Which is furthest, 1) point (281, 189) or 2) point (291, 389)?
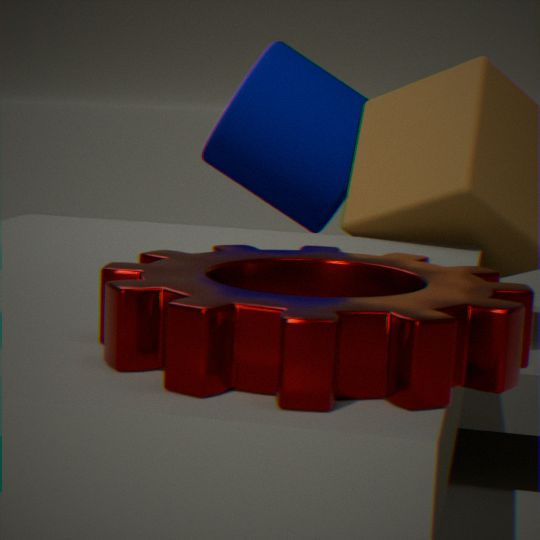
1. point (281, 189)
